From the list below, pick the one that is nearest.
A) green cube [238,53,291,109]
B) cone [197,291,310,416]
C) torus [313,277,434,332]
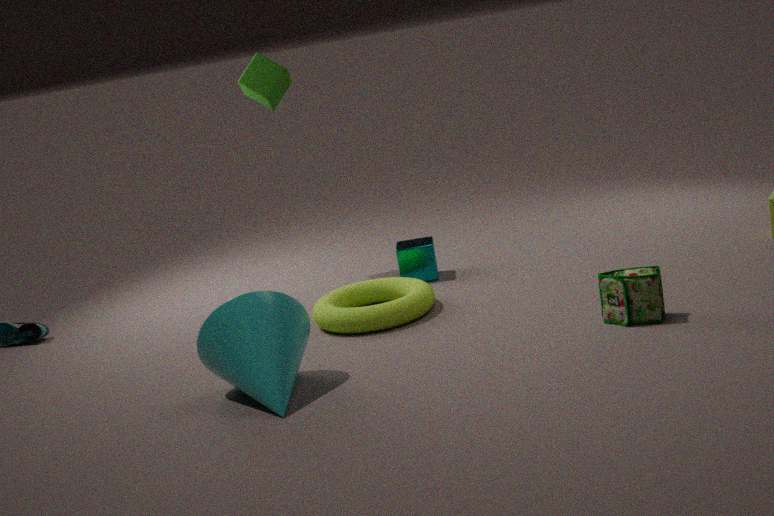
cone [197,291,310,416]
